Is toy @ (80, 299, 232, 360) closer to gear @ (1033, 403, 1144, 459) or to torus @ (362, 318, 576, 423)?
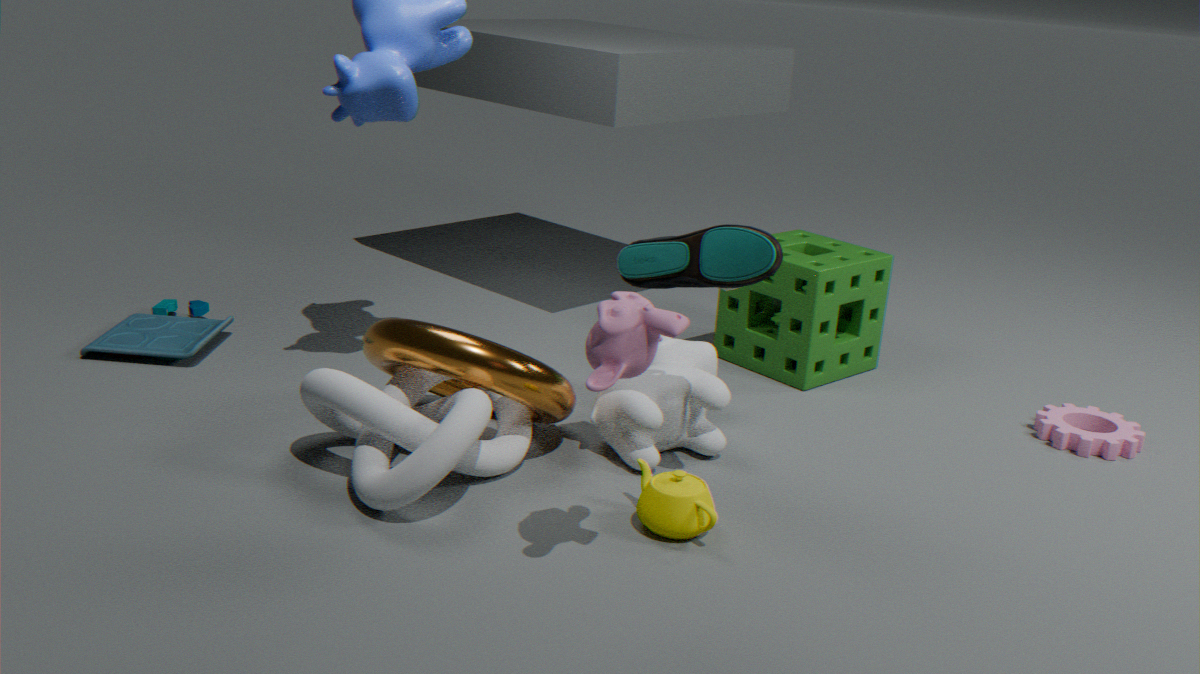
torus @ (362, 318, 576, 423)
